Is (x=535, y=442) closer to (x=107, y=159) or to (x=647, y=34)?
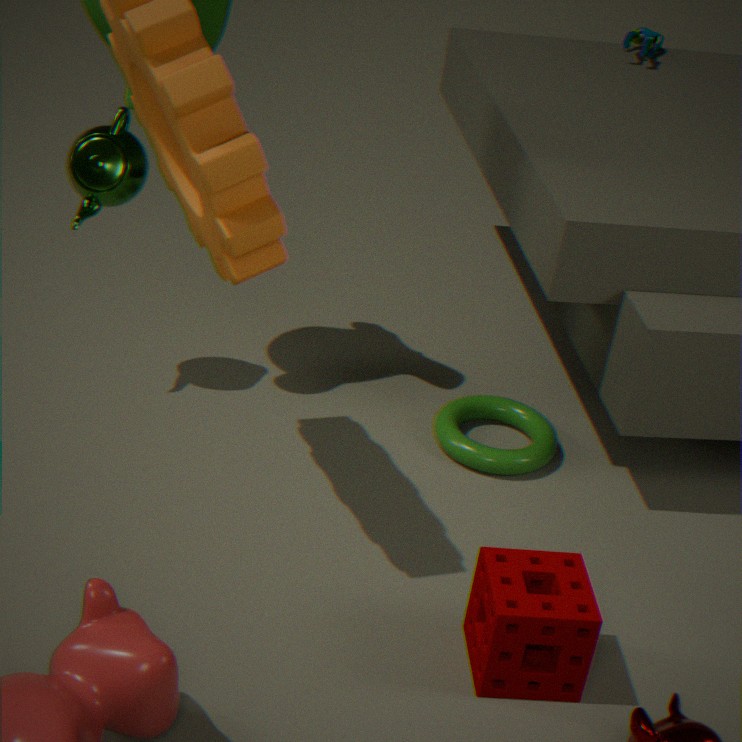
(x=107, y=159)
